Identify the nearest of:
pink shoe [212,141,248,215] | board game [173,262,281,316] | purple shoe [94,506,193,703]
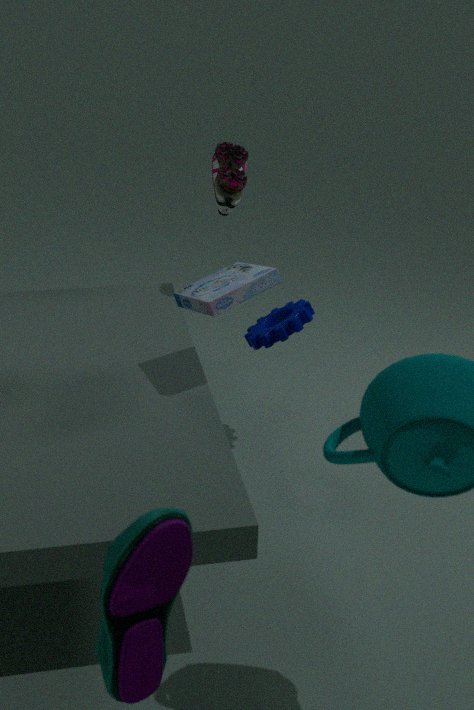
purple shoe [94,506,193,703]
